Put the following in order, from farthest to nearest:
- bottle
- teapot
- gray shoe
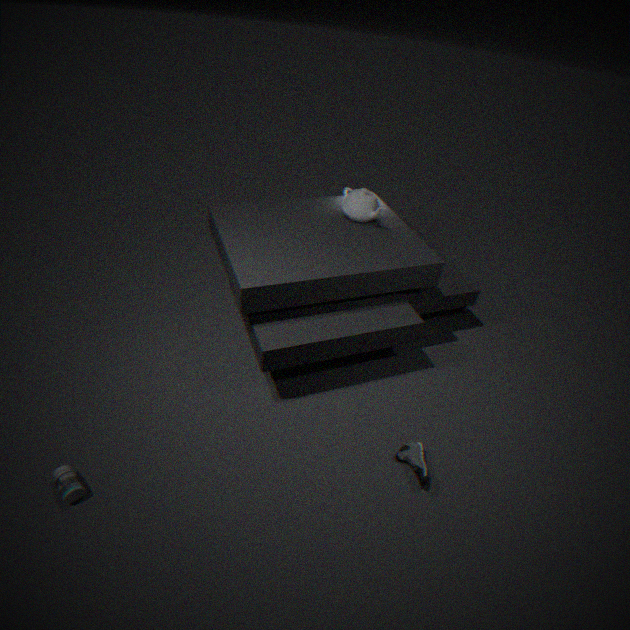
teapot → gray shoe → bottle
